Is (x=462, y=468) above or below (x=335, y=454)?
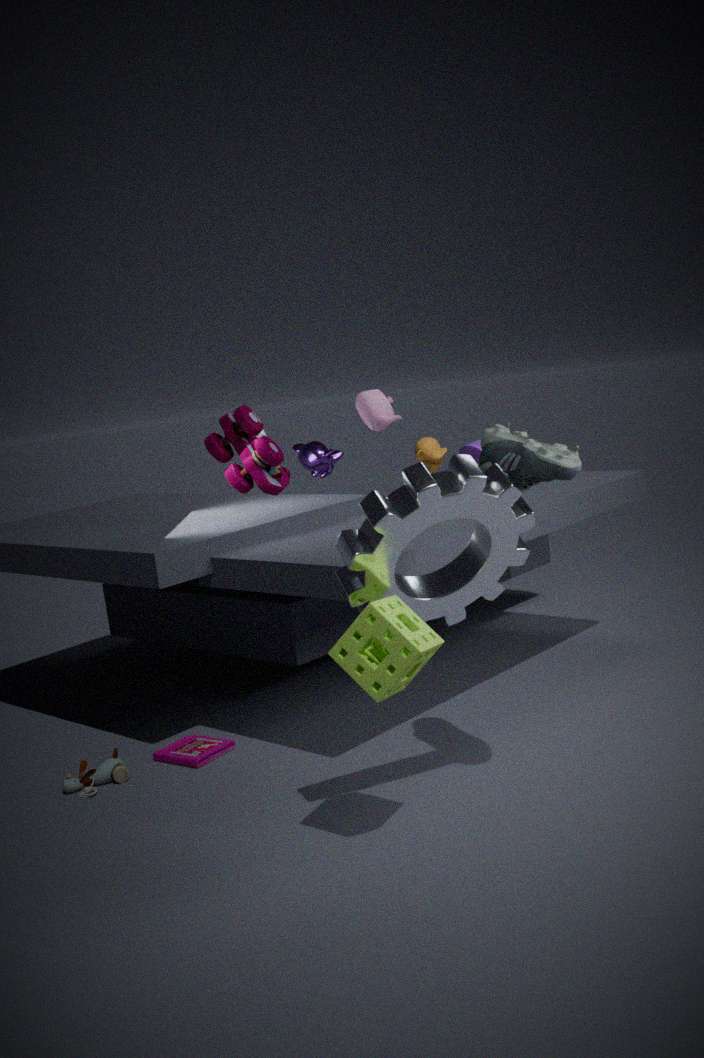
below
